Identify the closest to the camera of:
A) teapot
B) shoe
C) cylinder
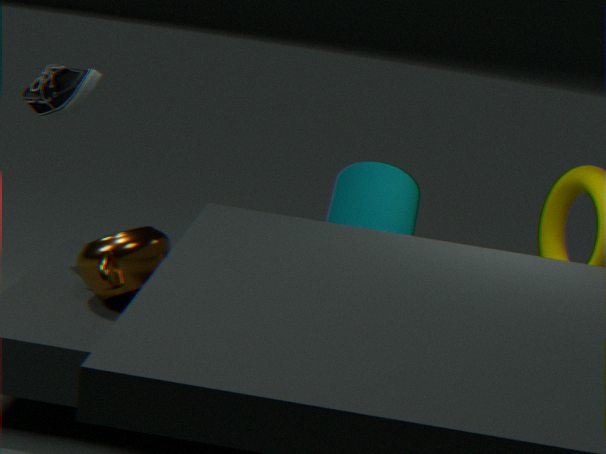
teapot
